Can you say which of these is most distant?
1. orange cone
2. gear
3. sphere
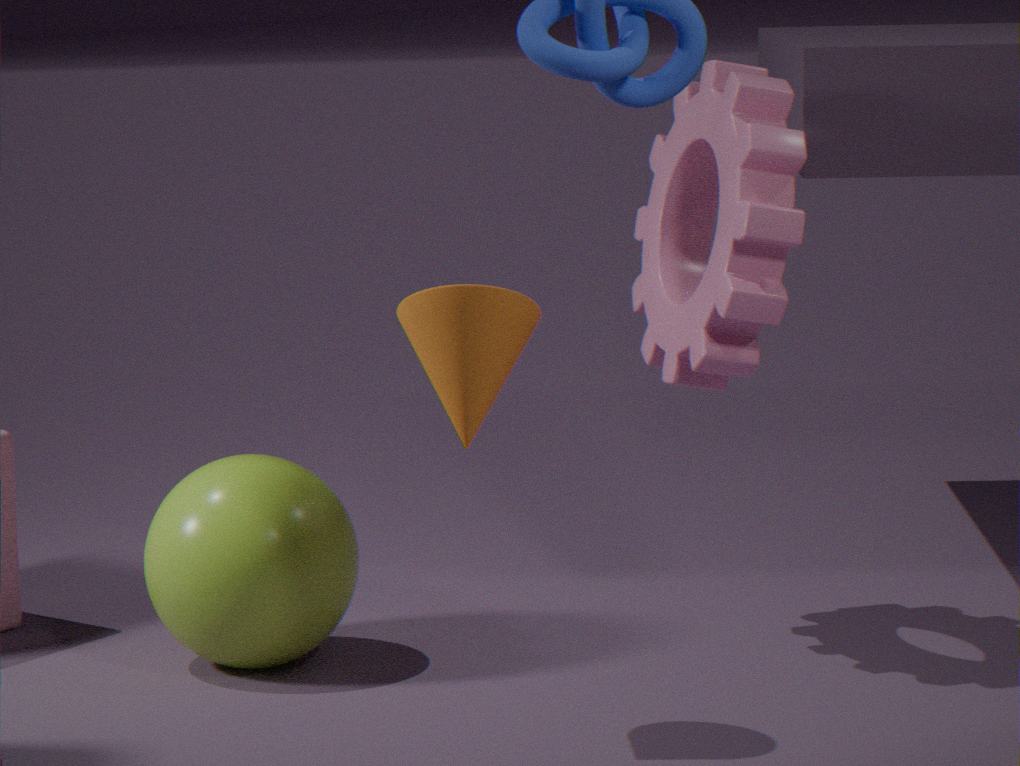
sphere
